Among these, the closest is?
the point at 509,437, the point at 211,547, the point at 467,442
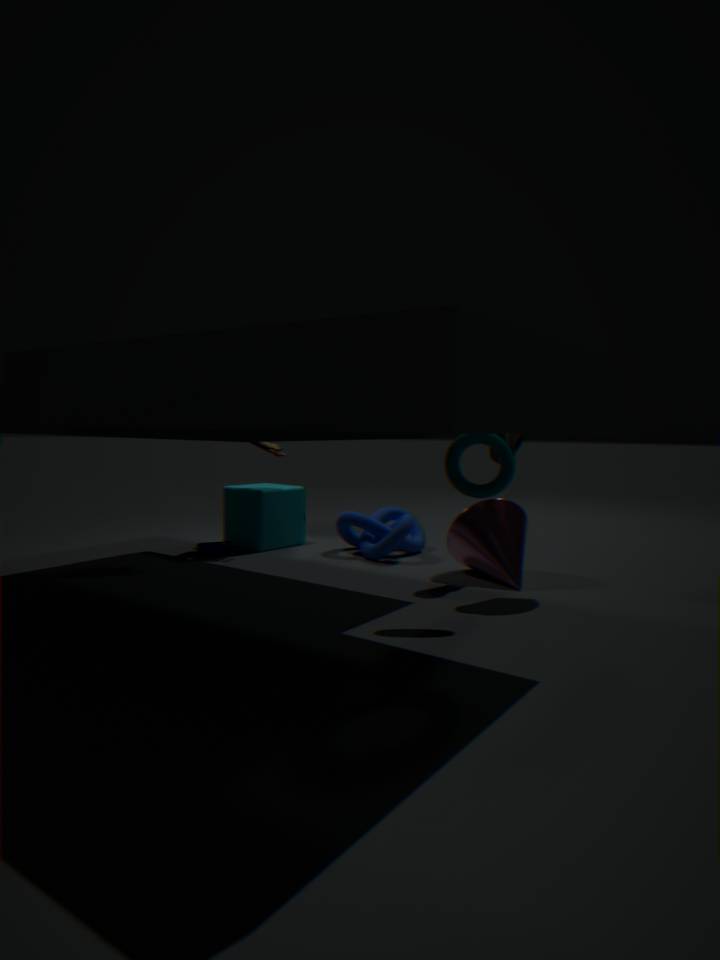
the point at 467,442
